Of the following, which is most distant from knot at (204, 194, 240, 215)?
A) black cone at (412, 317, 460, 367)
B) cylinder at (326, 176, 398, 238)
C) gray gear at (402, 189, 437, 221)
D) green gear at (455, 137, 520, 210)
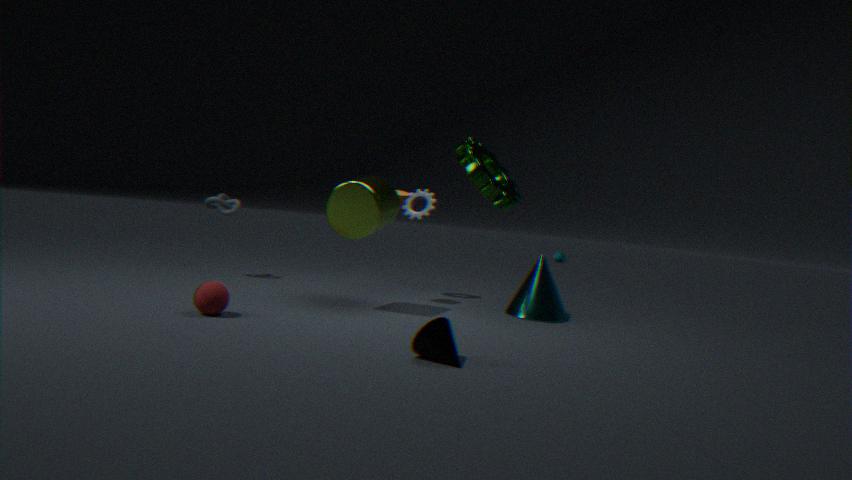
black cone at (412, 317, 460, 367)
